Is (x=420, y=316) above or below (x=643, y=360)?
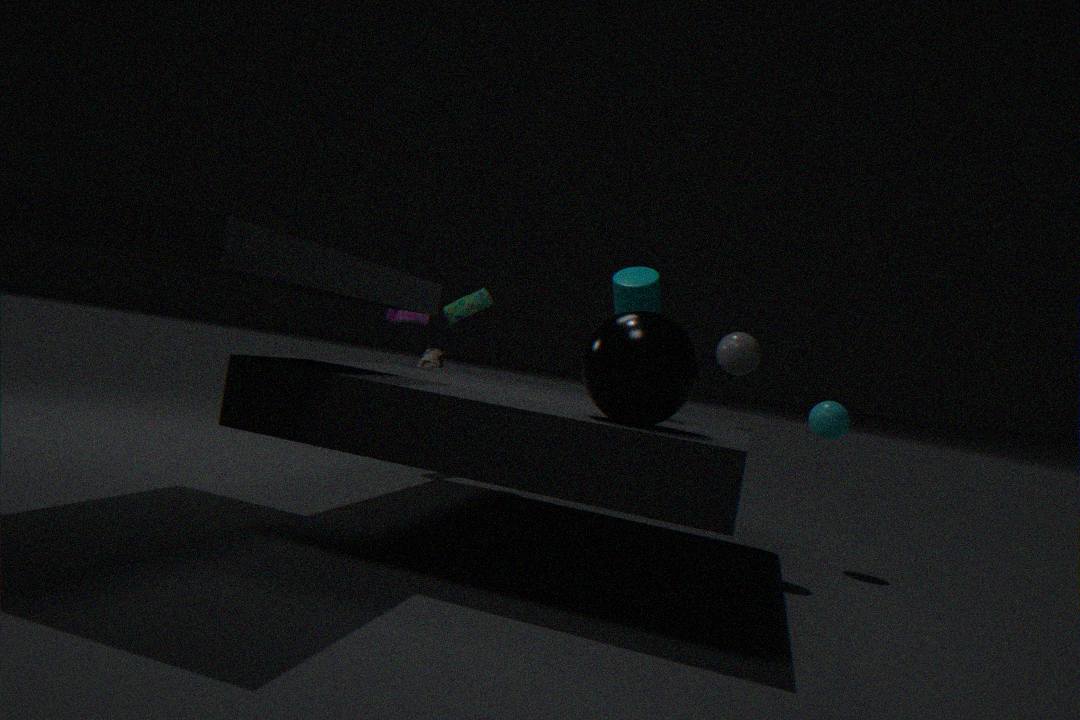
above
